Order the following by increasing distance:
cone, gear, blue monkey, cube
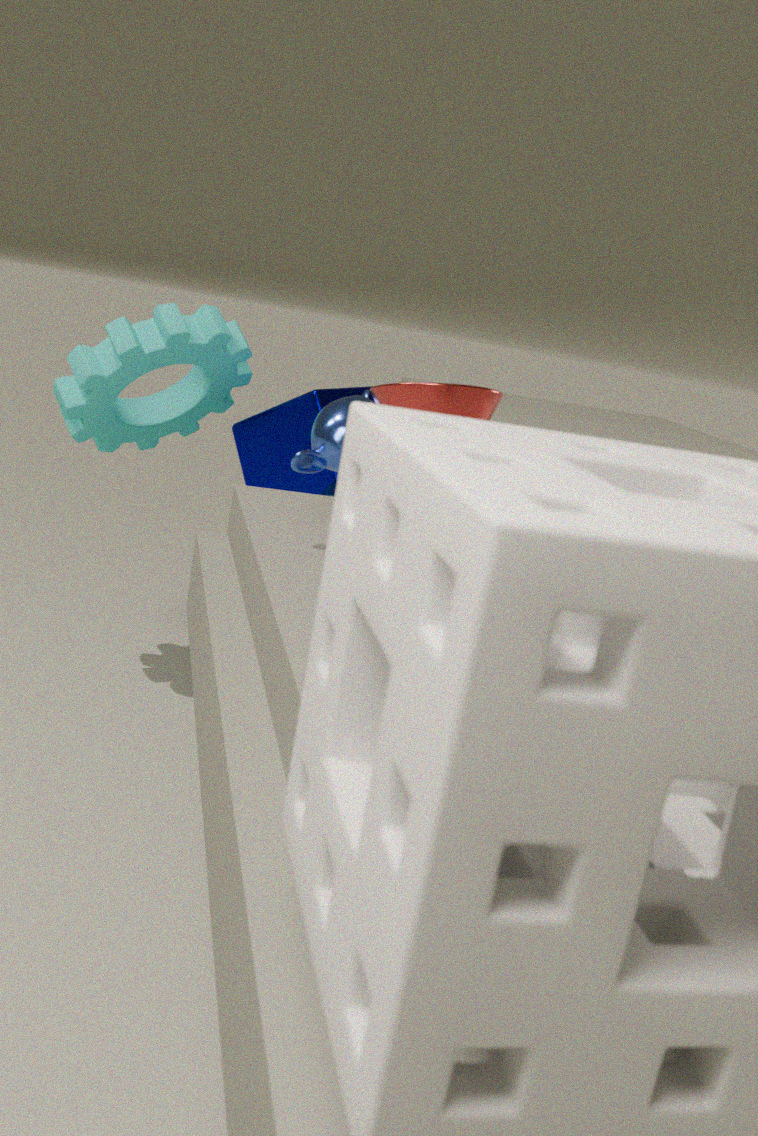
cone < blue monkey < gear < cube
